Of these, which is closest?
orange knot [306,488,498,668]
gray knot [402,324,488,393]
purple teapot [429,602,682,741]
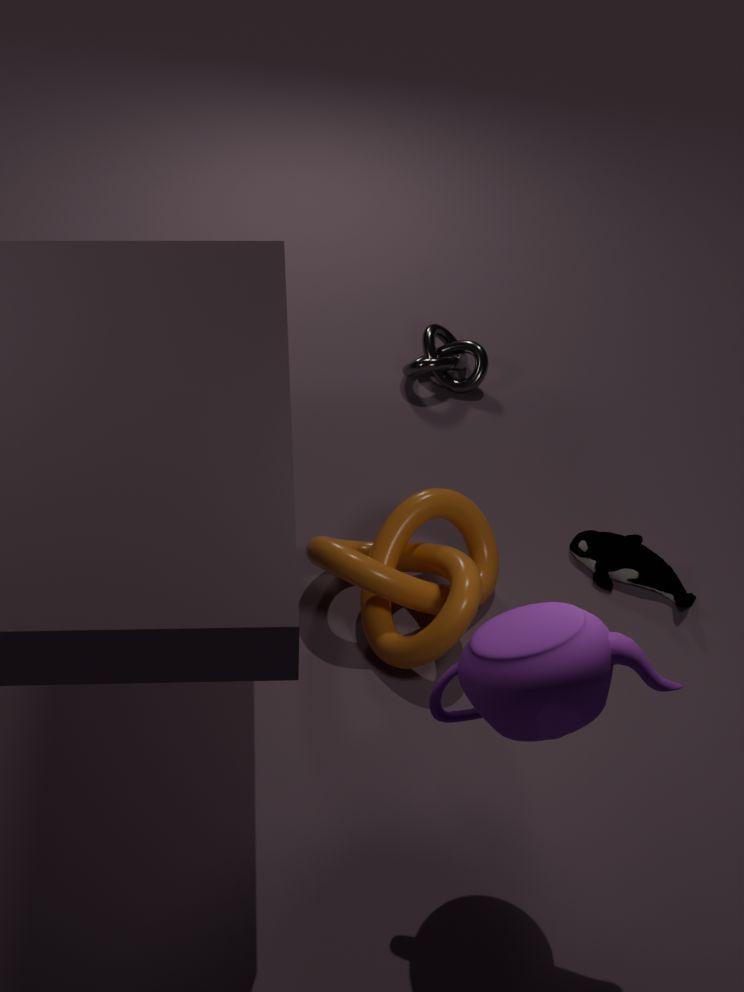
purple teapot [429,602,682,741]
